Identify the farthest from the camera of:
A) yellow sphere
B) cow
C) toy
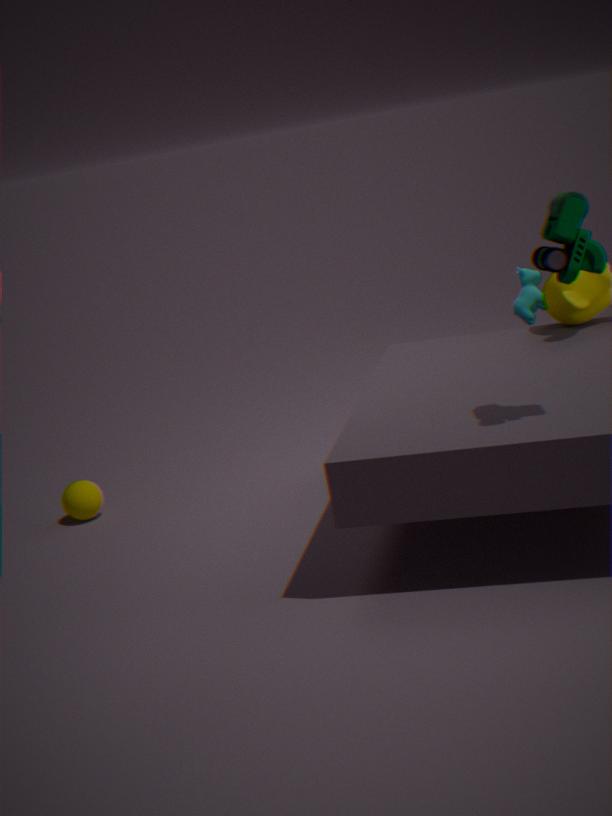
yellow sphere
